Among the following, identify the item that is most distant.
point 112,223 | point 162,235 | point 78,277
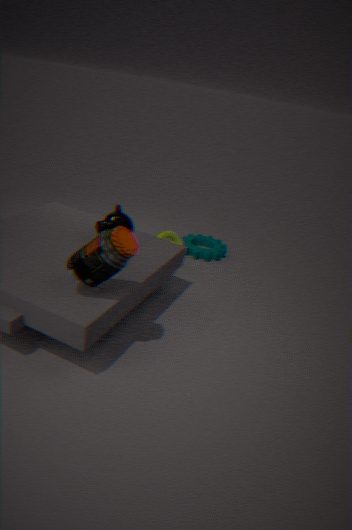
point 162,235
